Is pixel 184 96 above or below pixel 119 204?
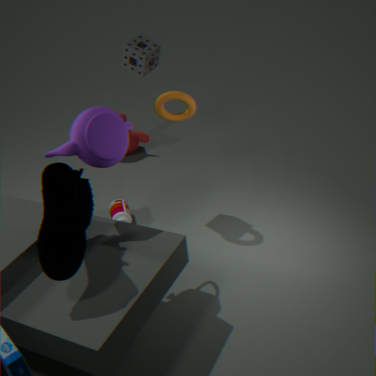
above
